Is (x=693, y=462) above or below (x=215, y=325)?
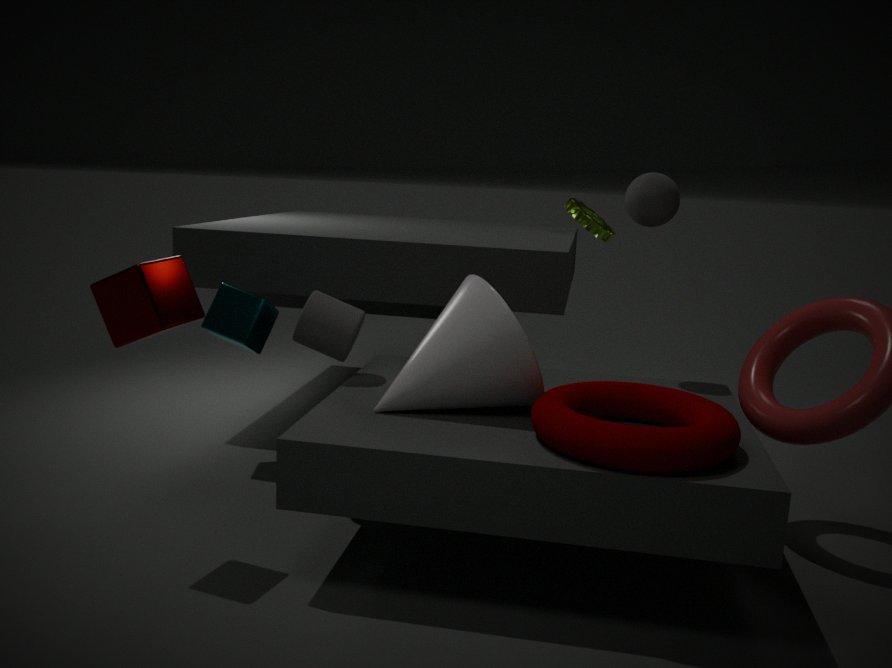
below
